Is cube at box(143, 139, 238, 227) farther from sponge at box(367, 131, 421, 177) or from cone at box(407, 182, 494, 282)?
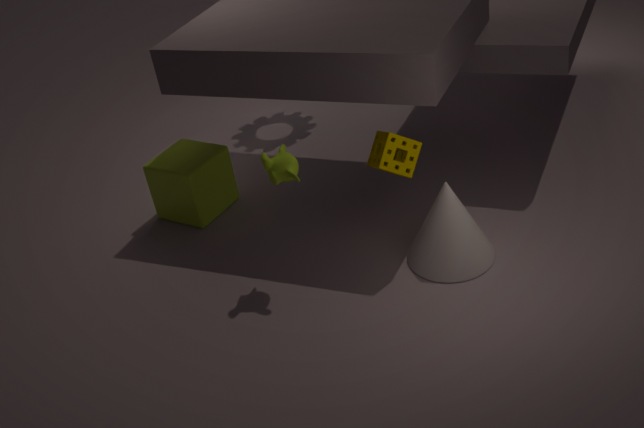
cone at box(407, 182, 494, 282)
